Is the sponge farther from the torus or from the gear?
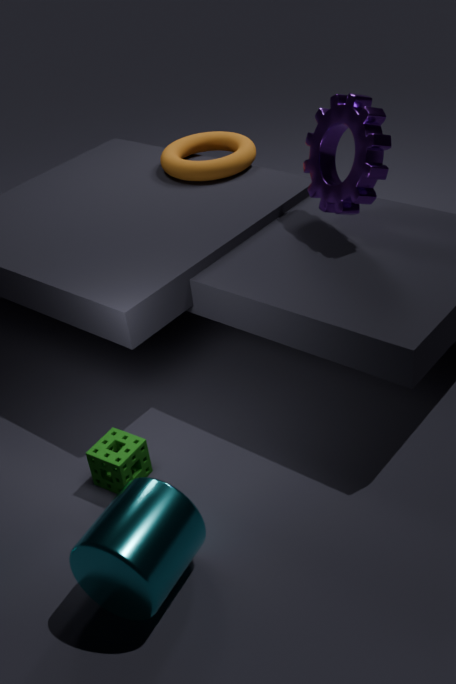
the torus
